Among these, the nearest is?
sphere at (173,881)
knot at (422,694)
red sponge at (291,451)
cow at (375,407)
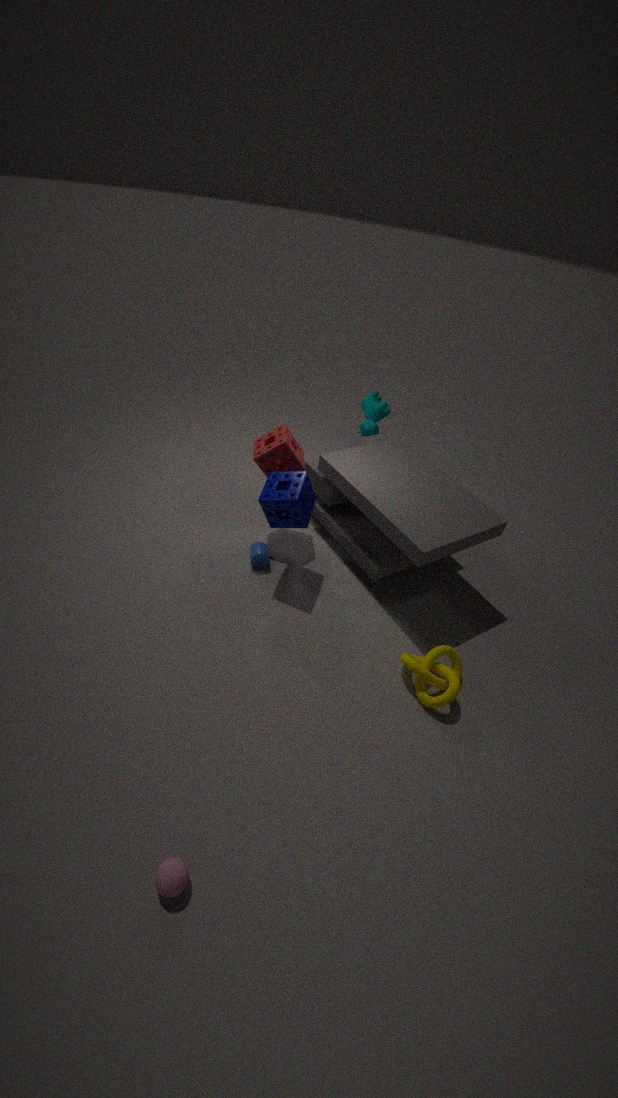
sphere at (173,881)
